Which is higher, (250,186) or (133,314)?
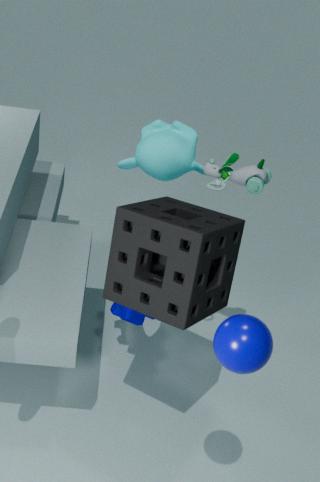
(250,186)
